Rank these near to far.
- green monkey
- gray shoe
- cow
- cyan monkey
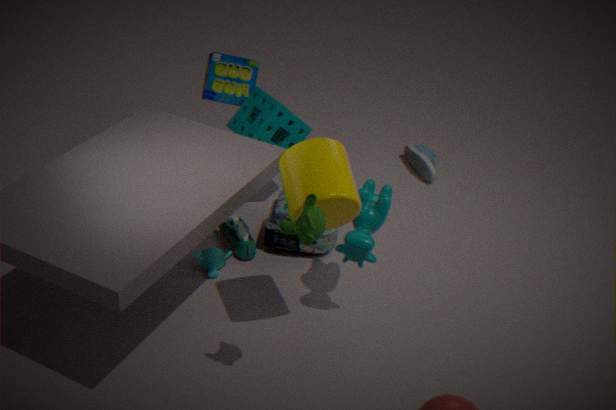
1. green monkey
2. cow
3. cyan monkey
4. gray shoe
